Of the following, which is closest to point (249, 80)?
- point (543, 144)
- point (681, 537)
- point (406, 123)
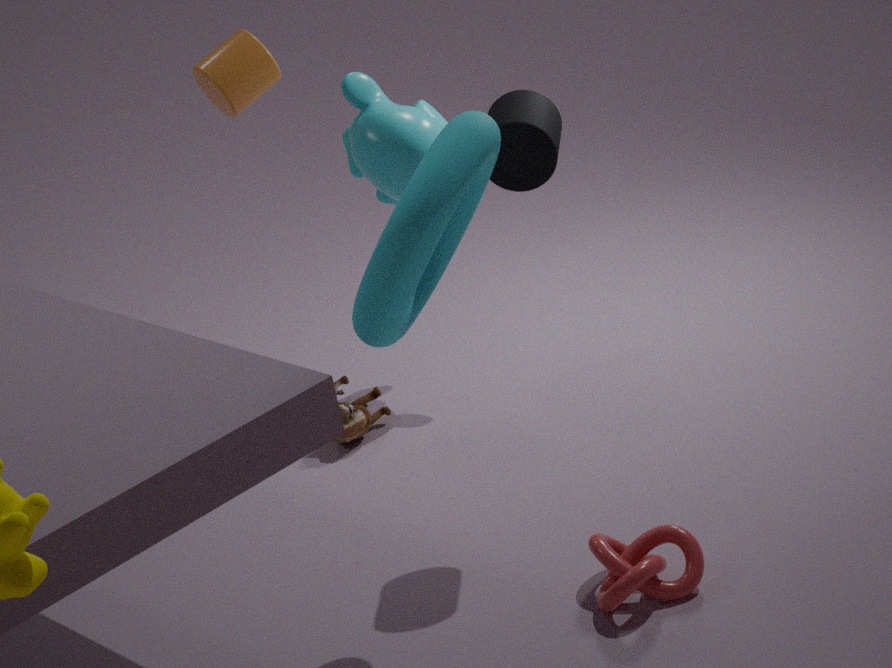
point (406, 123)
